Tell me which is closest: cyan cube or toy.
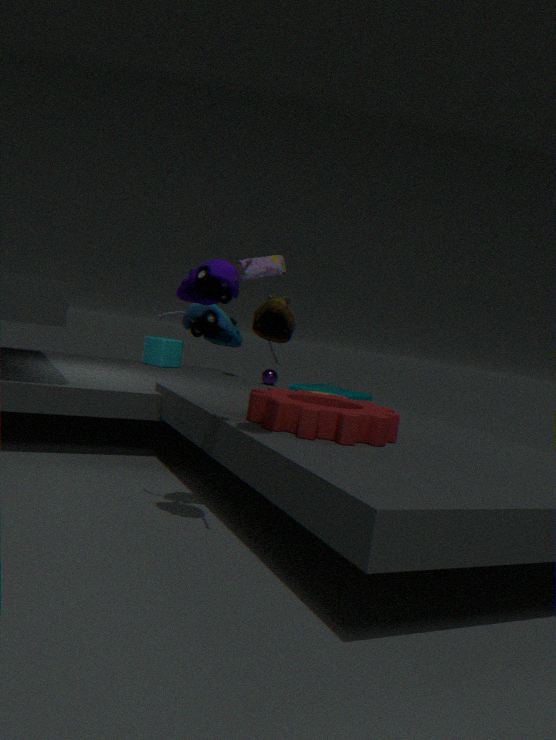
toy
